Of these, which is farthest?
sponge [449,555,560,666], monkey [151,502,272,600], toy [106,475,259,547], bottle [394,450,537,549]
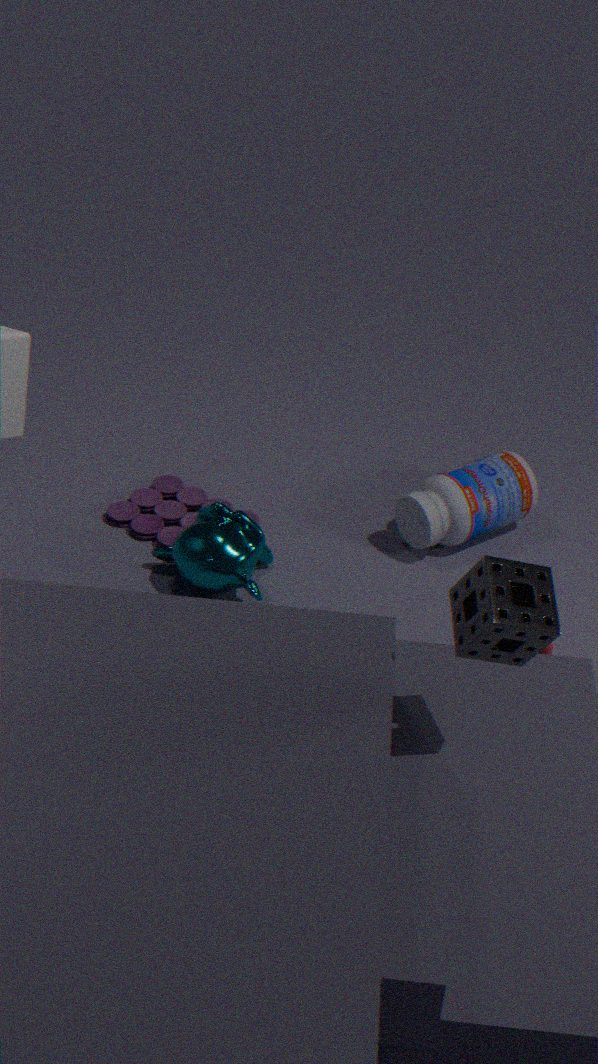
toy [106,475,259,547]
